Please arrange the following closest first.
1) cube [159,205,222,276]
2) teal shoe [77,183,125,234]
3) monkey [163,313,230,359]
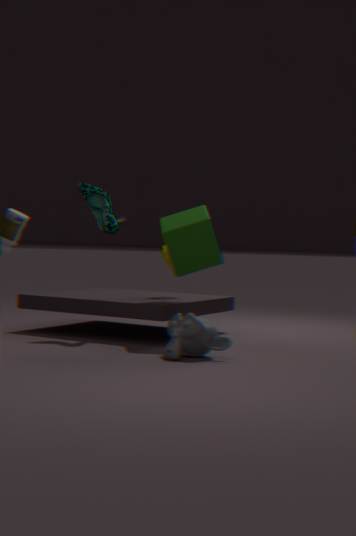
1. 3. monkey [163,313,230,359]
2. 1. cube [159,205,222,276]
3. 2. teal shoe [77,183,125,234]
